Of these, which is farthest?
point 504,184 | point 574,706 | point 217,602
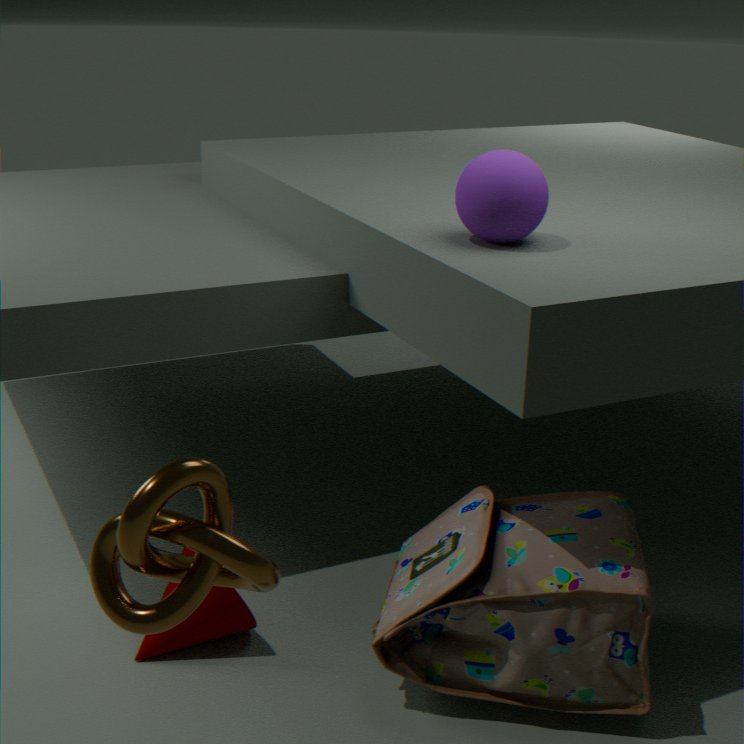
point 217,602
